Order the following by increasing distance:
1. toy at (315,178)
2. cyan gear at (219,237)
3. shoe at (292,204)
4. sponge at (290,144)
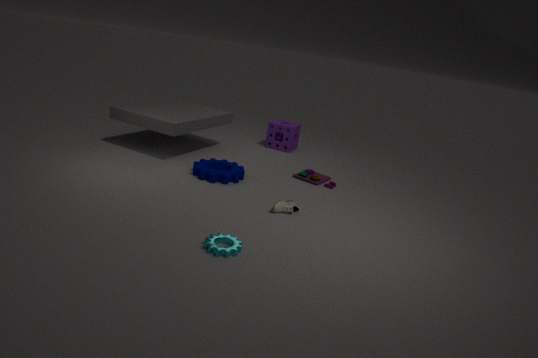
cyan gear at (219,237)
shoe at (292,204)
toy at (315,178)
sponge at (290,144)
